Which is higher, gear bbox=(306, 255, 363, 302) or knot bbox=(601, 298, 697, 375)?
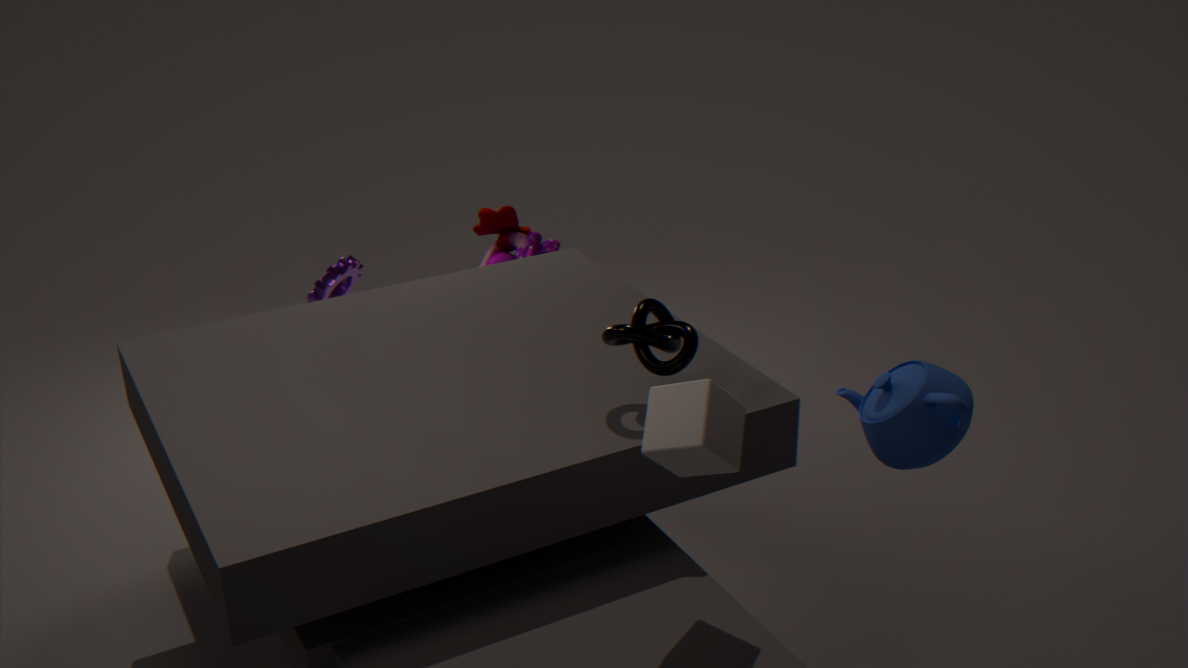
knot bbox=(601, 298, 697, 375)
